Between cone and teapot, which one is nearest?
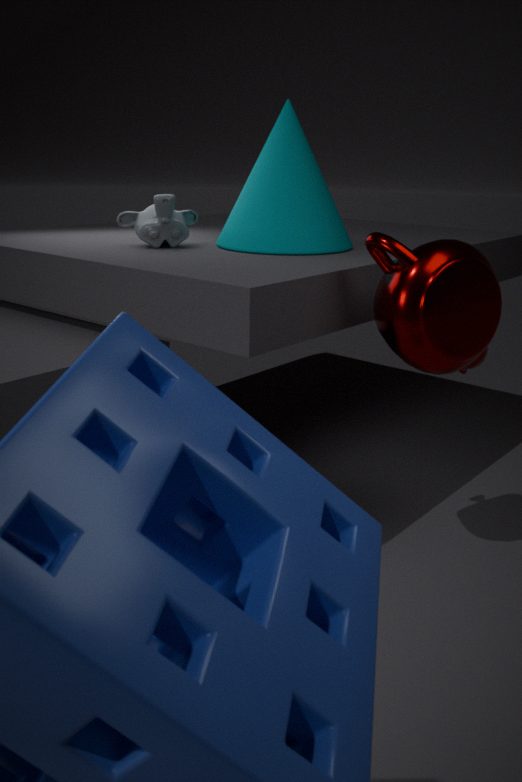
teapot
